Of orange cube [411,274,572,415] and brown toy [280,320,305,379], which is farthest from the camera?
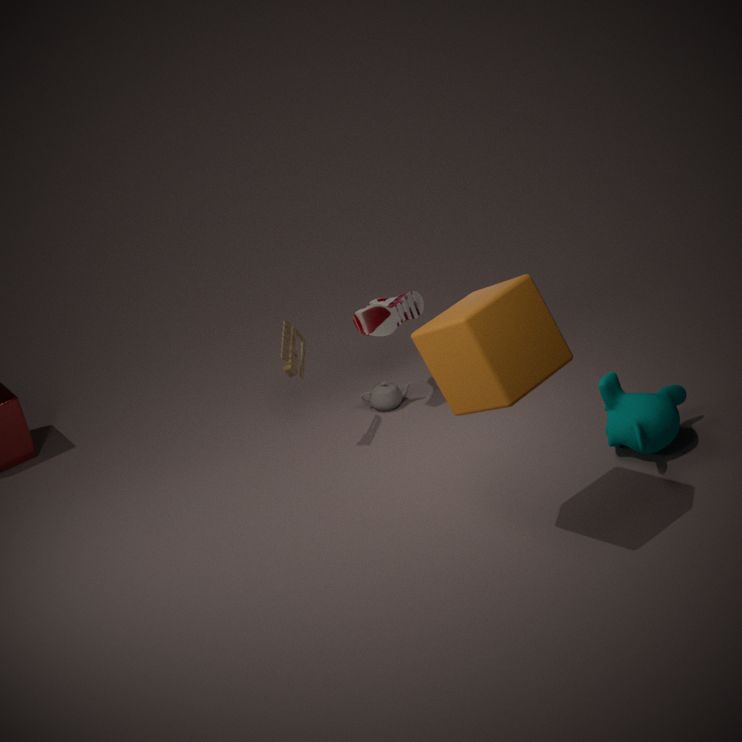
brown toy [280,320,305,379]
